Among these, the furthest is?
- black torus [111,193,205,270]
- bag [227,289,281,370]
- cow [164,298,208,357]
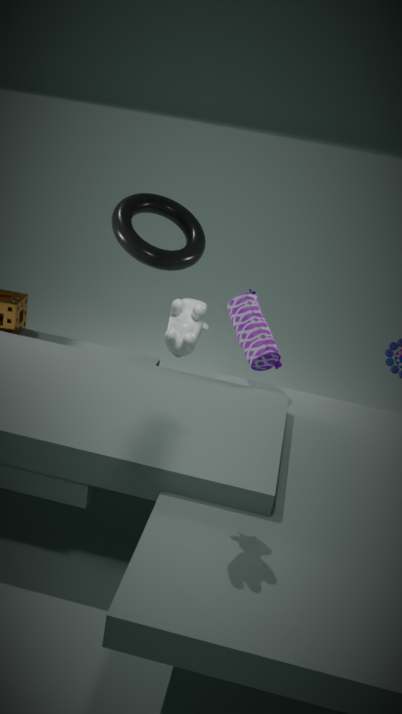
black torus [111,193,205,270]
